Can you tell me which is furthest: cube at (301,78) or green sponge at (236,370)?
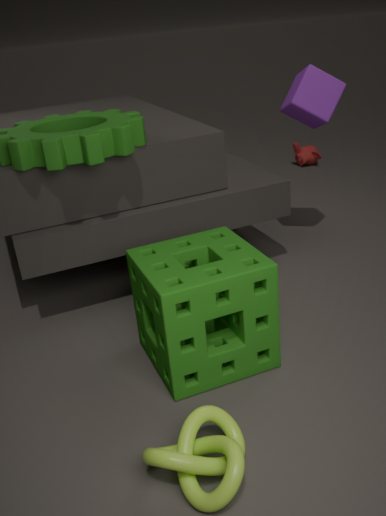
cube at (301,78)
